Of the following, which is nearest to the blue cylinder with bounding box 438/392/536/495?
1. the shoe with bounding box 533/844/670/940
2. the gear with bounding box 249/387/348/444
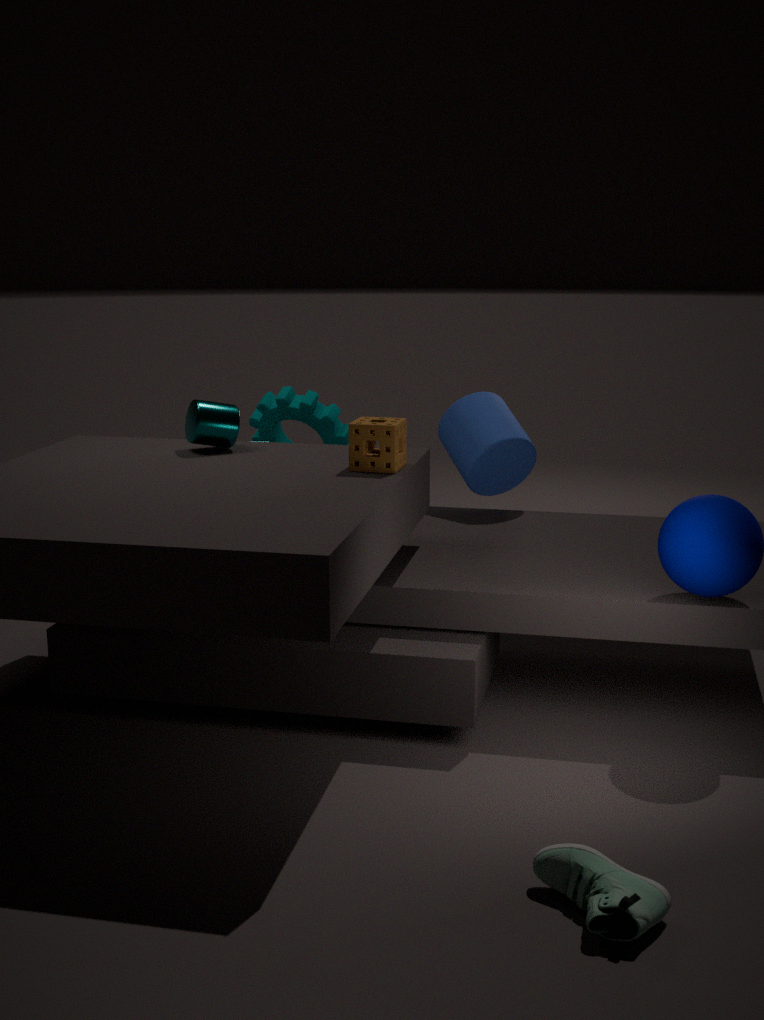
the gear with bounding box 249/387/348/444
